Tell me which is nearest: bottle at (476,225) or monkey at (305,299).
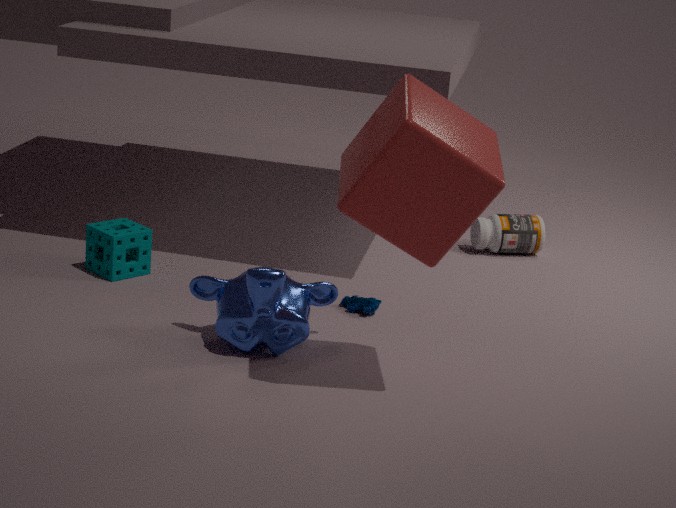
monkey at (305,299)
